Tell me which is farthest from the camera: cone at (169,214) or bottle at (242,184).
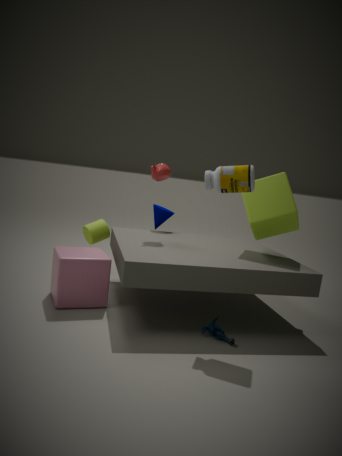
cone at (169,214)
